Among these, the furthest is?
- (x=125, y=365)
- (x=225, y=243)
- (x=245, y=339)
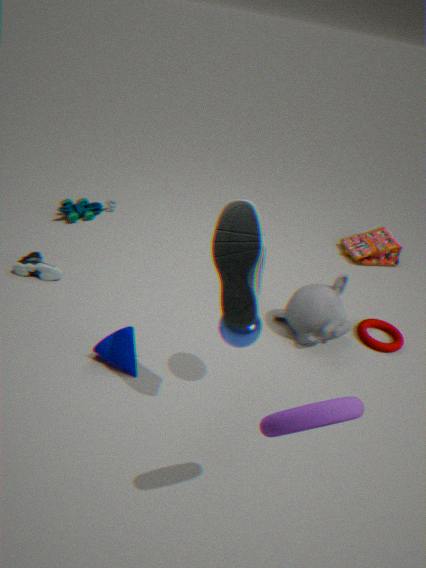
(x=125, y=365)
